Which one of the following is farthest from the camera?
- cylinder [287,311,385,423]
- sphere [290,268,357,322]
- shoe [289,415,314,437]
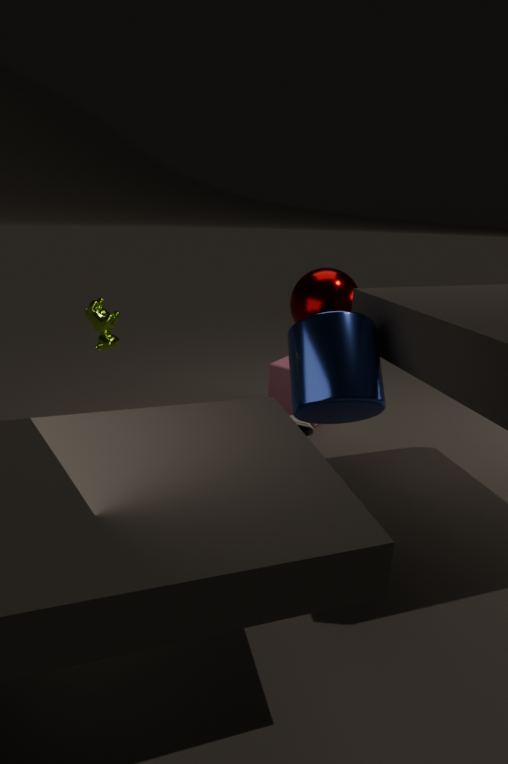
shoe [289,415,314,437]
